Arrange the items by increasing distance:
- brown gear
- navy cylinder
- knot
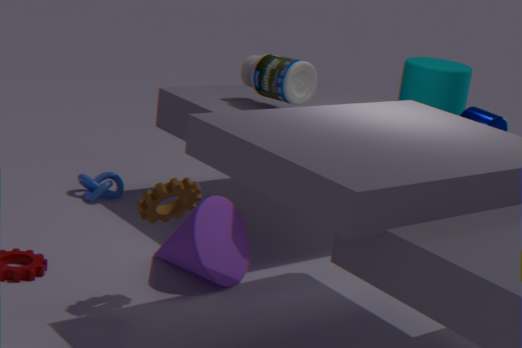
brown gear, navy cylinder, knot
